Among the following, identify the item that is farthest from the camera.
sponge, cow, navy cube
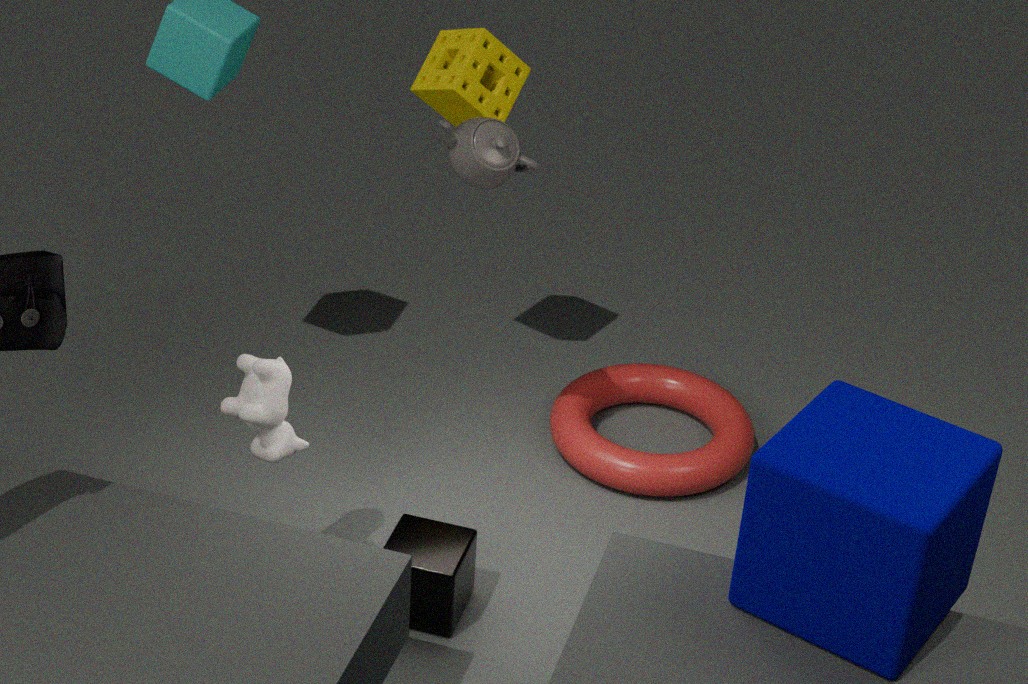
sponge
